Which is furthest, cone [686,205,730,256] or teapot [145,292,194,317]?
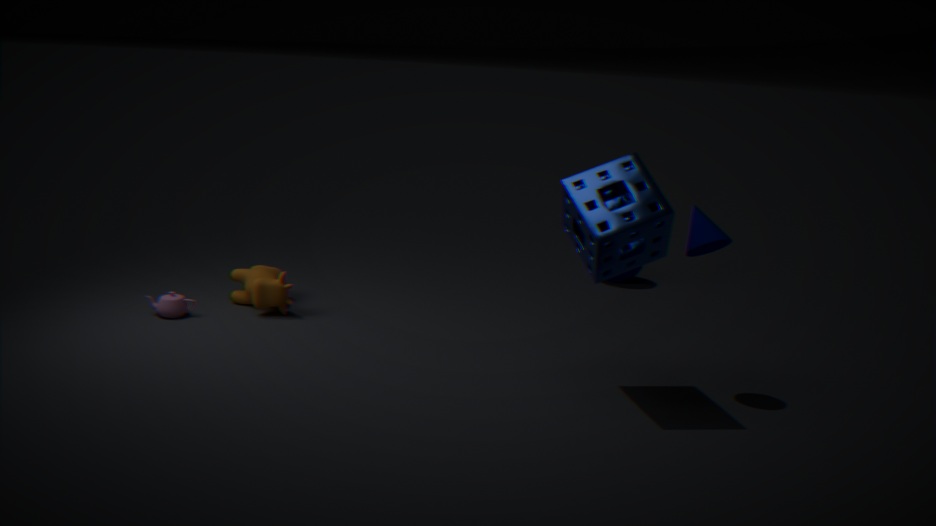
teapot [145,292,194,317]
